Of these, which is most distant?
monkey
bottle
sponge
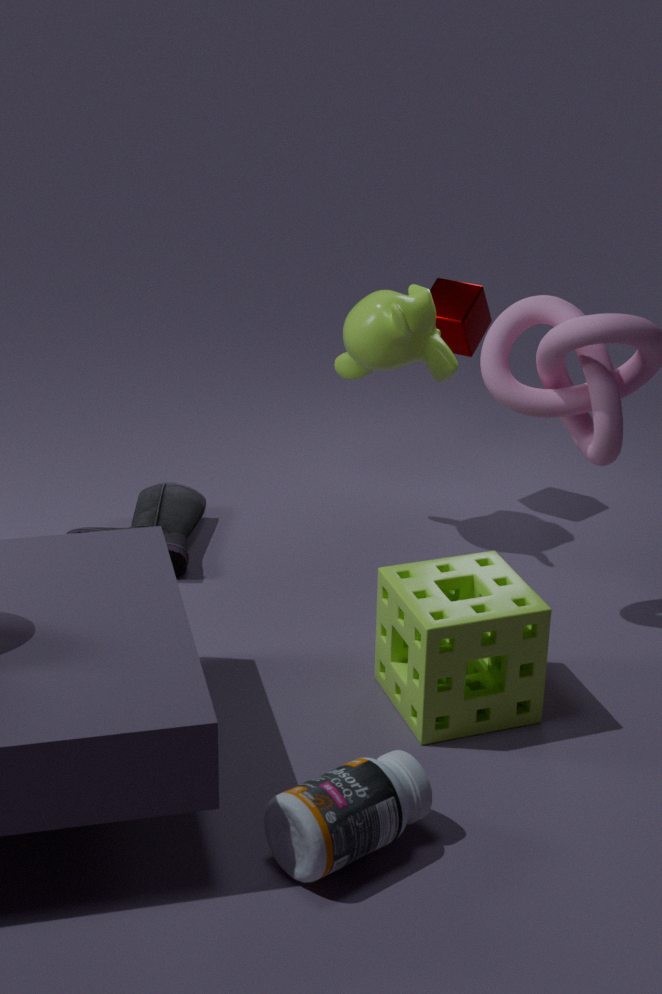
monkey
